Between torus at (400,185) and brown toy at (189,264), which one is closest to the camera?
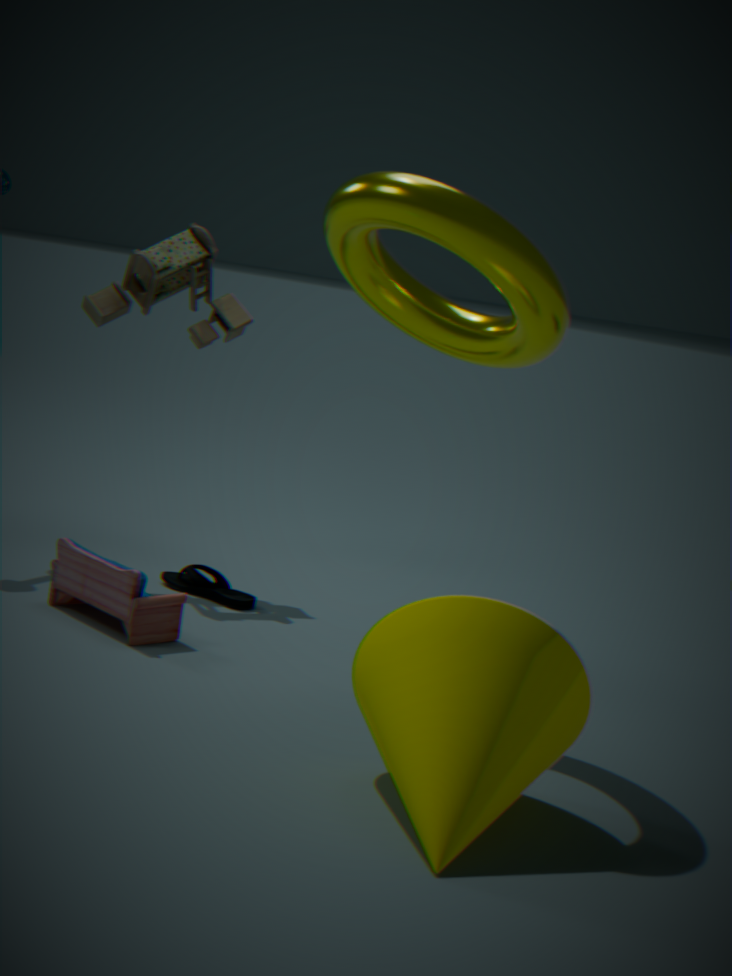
torus at (400,185)
